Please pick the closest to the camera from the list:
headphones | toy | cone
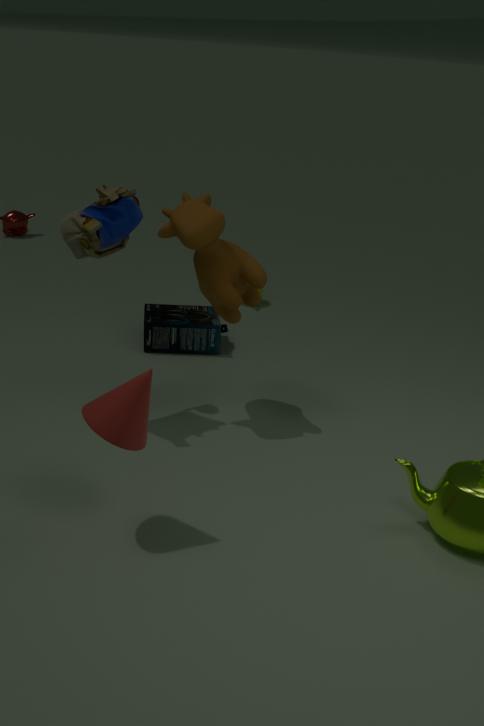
cone
